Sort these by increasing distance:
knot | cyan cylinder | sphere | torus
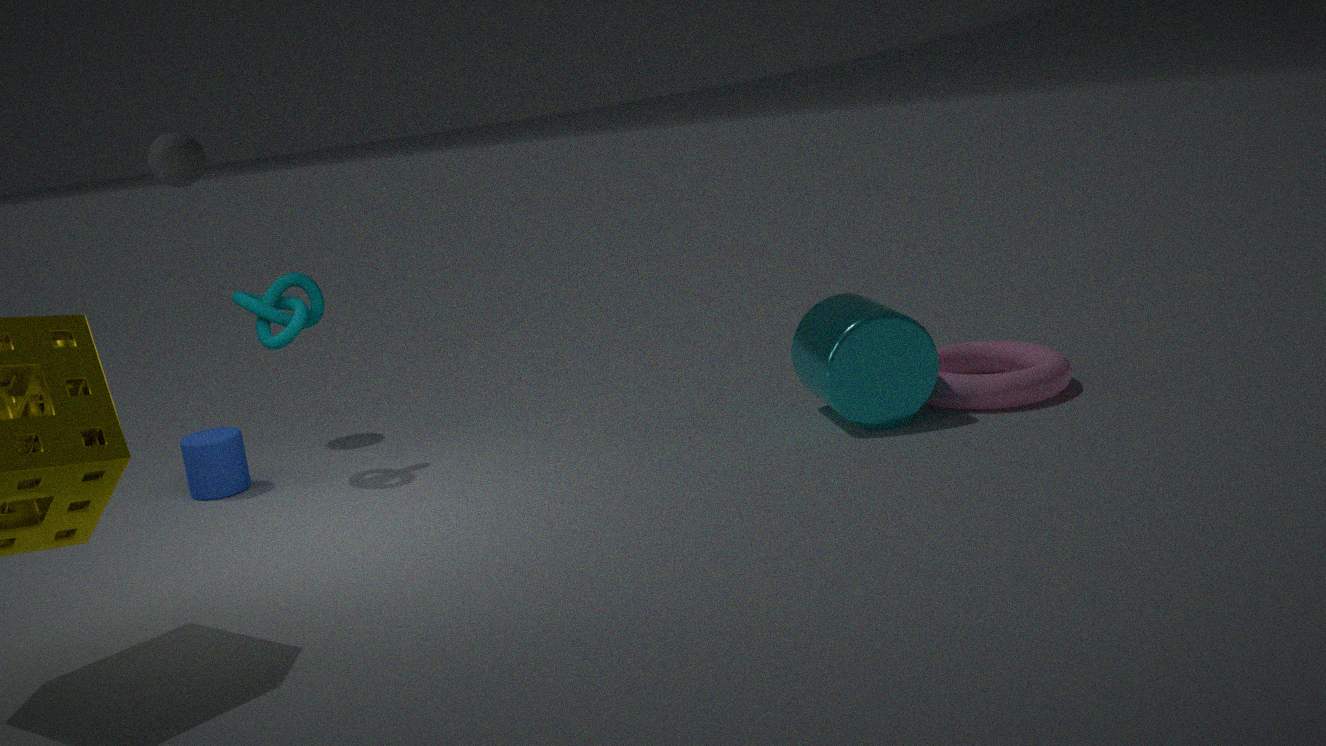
1. knot
2. cyan cylinder
3. torus
4. sphere
